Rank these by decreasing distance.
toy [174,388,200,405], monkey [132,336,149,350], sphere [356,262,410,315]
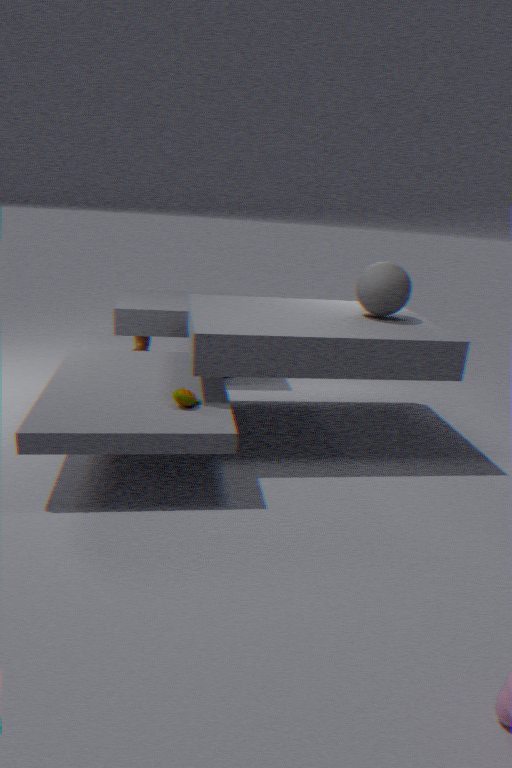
monkey [132,336,149,350], sphere [356,262,410,315], toy [174,388,200,405]
